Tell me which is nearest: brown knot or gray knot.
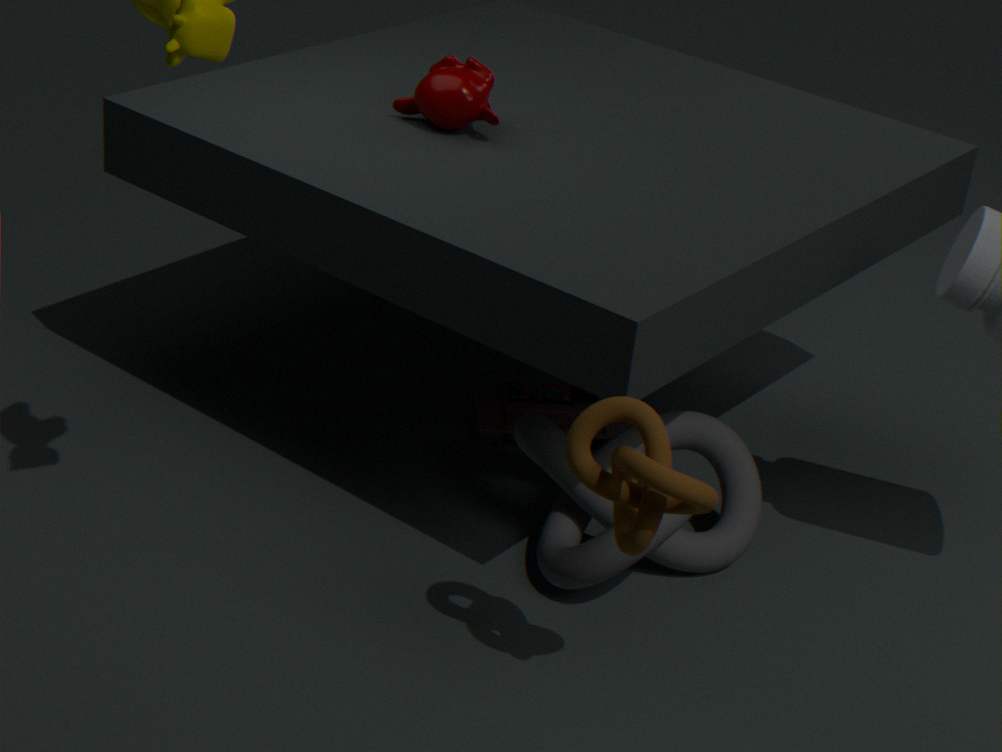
brown knot
